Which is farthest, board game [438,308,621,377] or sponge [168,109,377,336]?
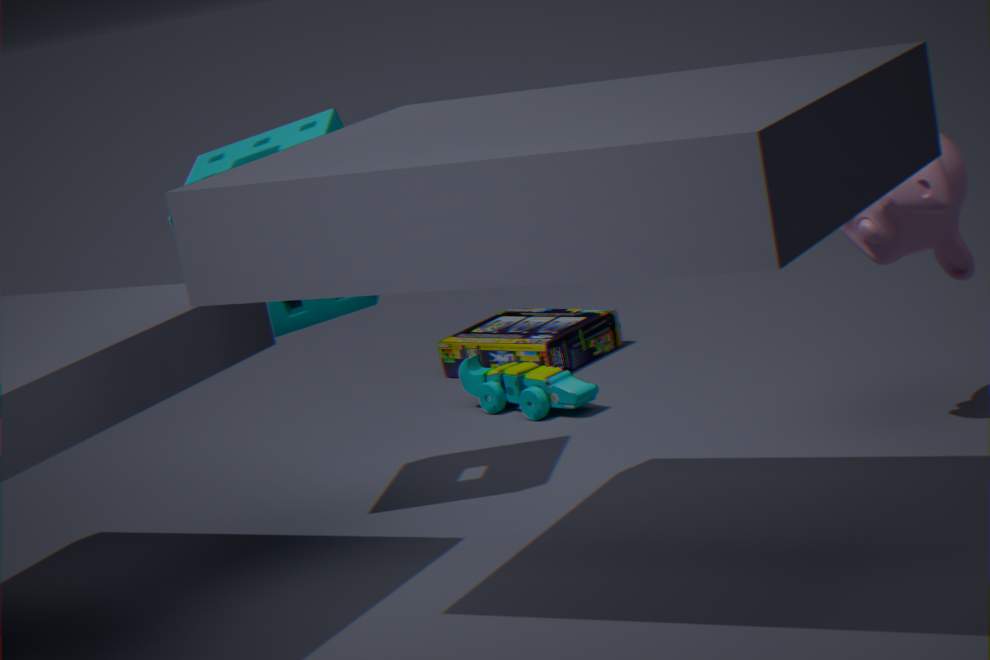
board game [438,308,621,377]
